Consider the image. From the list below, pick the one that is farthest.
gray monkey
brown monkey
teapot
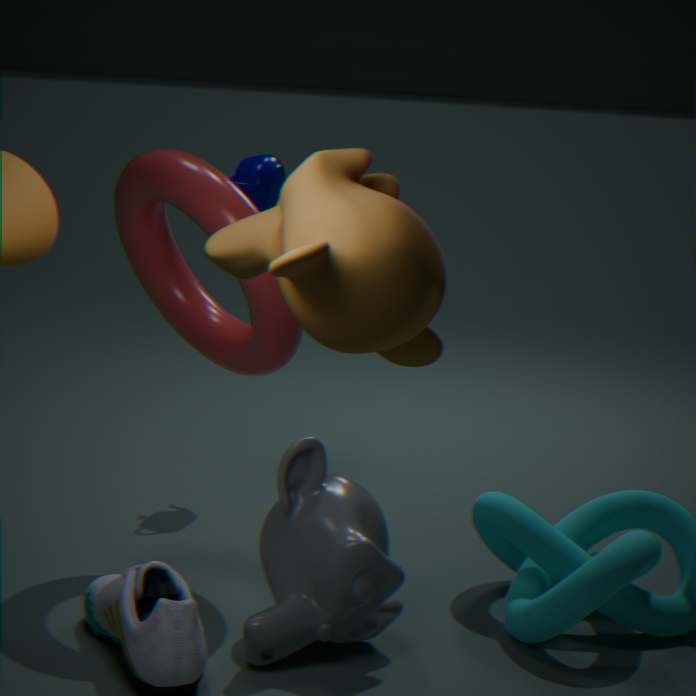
teapot
